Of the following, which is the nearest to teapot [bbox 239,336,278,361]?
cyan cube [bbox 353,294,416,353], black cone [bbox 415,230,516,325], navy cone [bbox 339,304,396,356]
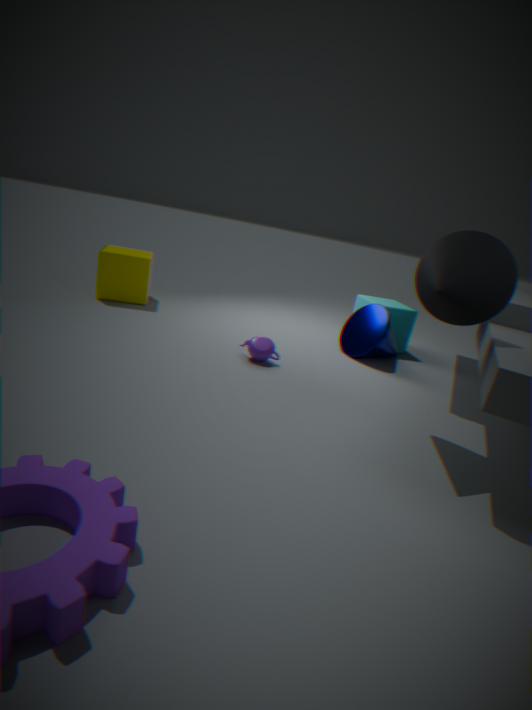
navy cone [bbox 339,304,396,356]
